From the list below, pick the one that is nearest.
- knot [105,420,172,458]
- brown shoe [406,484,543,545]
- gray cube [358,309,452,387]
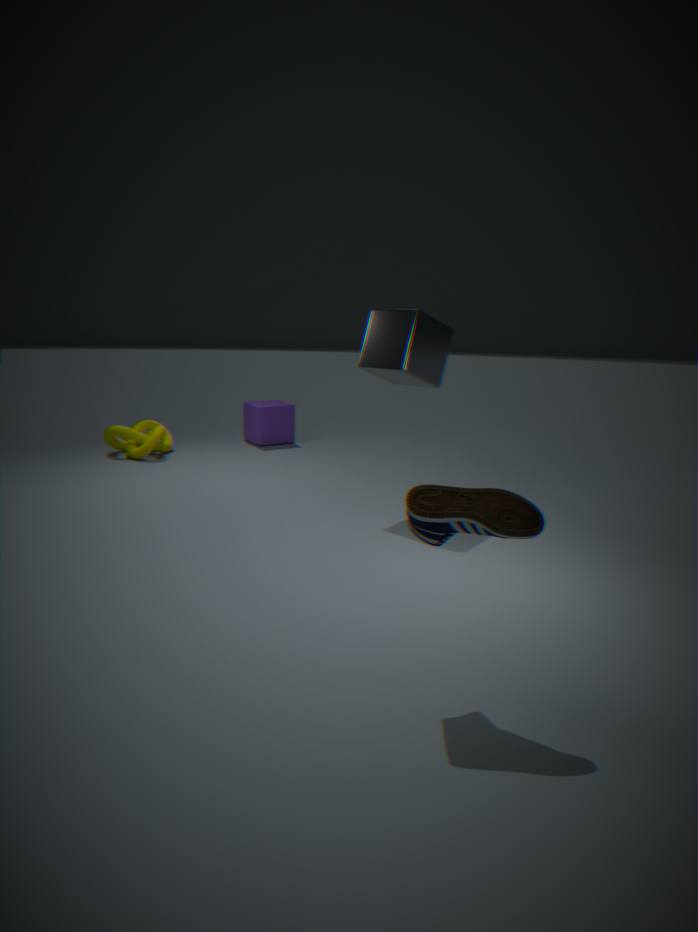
brown shoe [406,484,543,545]
